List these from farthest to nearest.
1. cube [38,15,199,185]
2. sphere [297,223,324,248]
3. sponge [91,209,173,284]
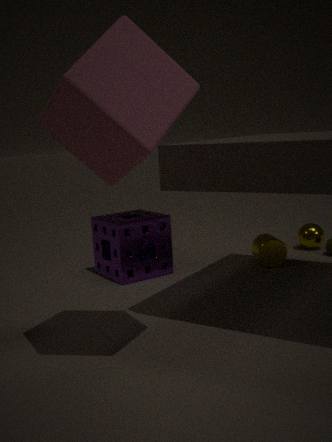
1. sphere [297,223,324,248]
2. sponge [91,209,173,284]
3. cube [38,15,199,185]
